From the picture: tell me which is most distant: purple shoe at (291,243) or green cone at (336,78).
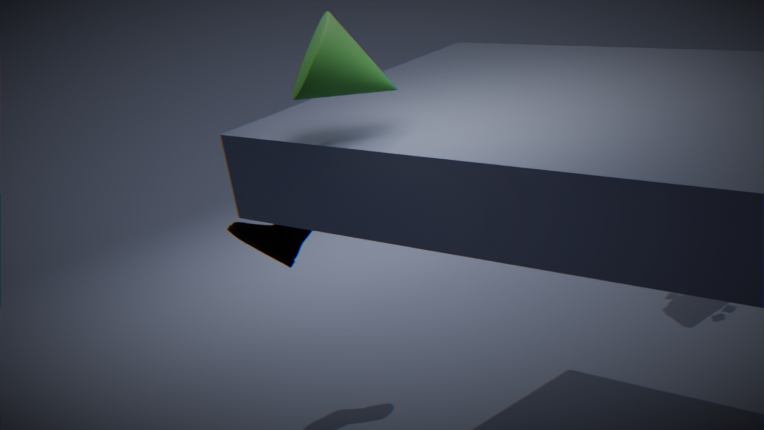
purple shoe at (291,243)
